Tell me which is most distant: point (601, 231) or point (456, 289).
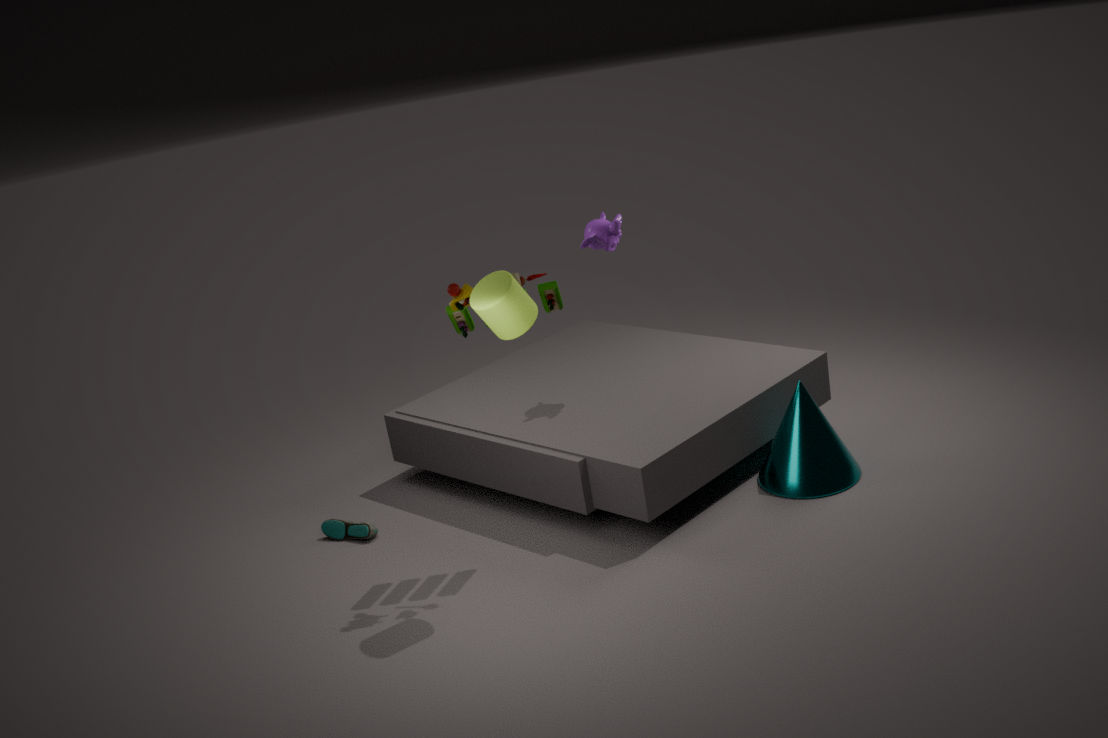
point (601, 231)
